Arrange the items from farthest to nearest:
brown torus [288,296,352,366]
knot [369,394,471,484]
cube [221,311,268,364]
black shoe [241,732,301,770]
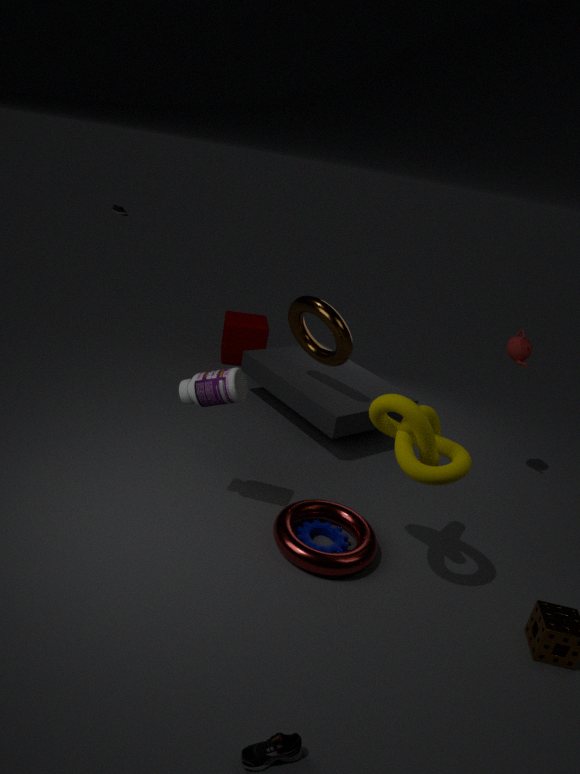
cube [221,311,268,364] → brown torus [288,296,352,366] → knot [369,394,471,484] → black shoe [241,732,301,770]
